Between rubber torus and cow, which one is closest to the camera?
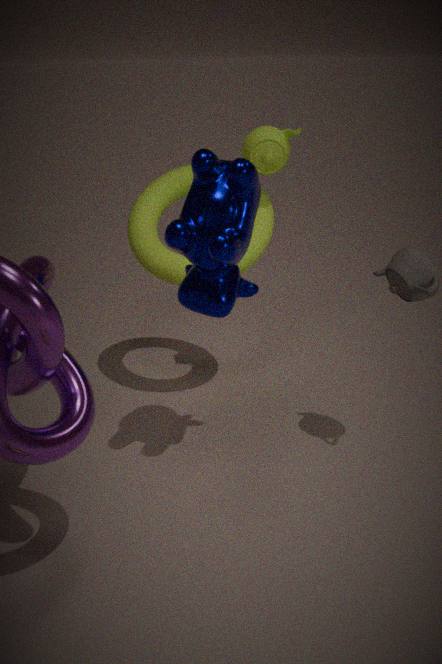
cow
